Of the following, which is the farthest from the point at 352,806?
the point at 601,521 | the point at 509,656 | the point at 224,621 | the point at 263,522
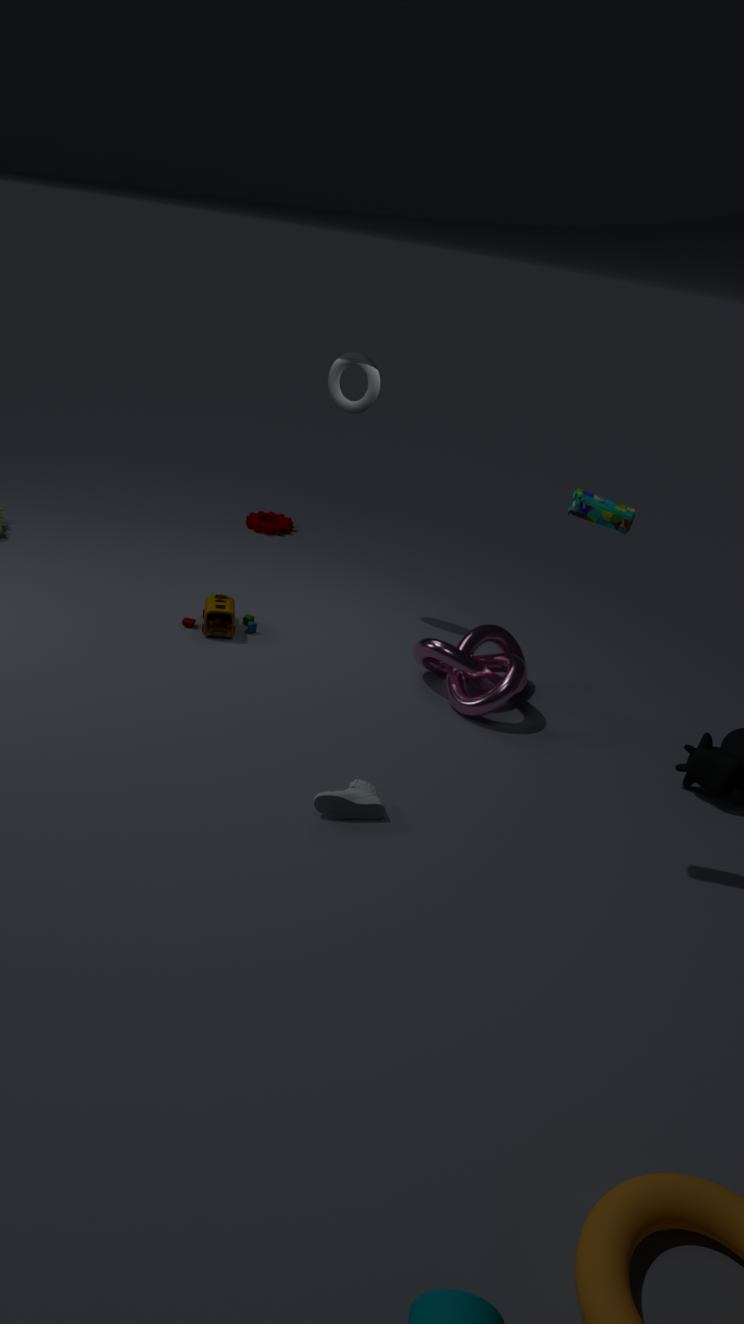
the point at 263,522
